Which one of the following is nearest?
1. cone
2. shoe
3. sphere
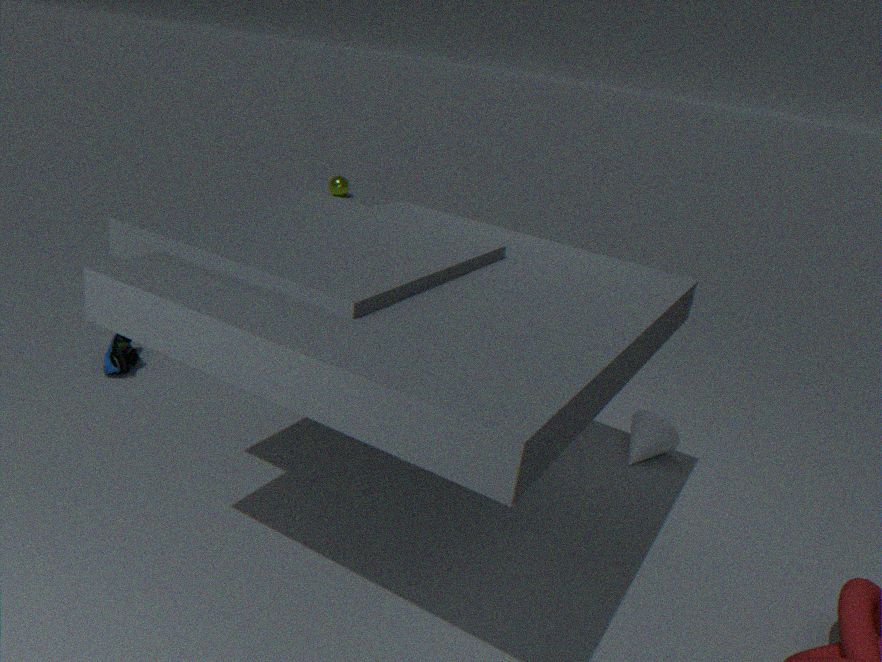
cone
